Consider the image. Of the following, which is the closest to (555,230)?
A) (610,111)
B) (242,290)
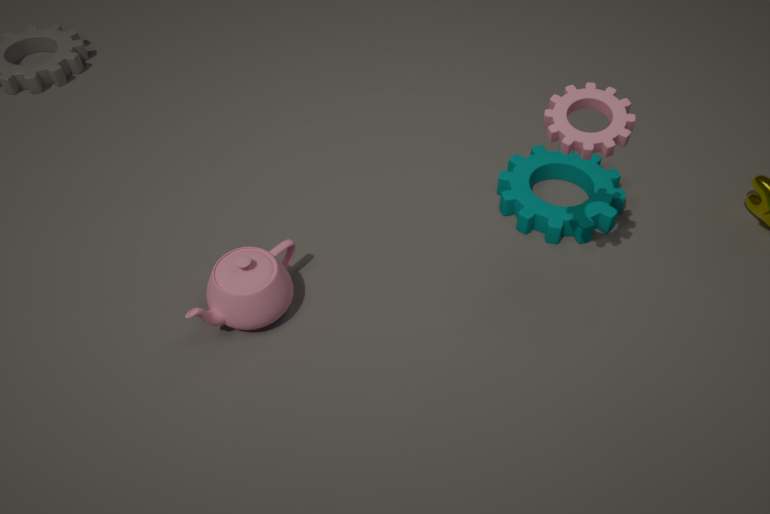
(610,111)
